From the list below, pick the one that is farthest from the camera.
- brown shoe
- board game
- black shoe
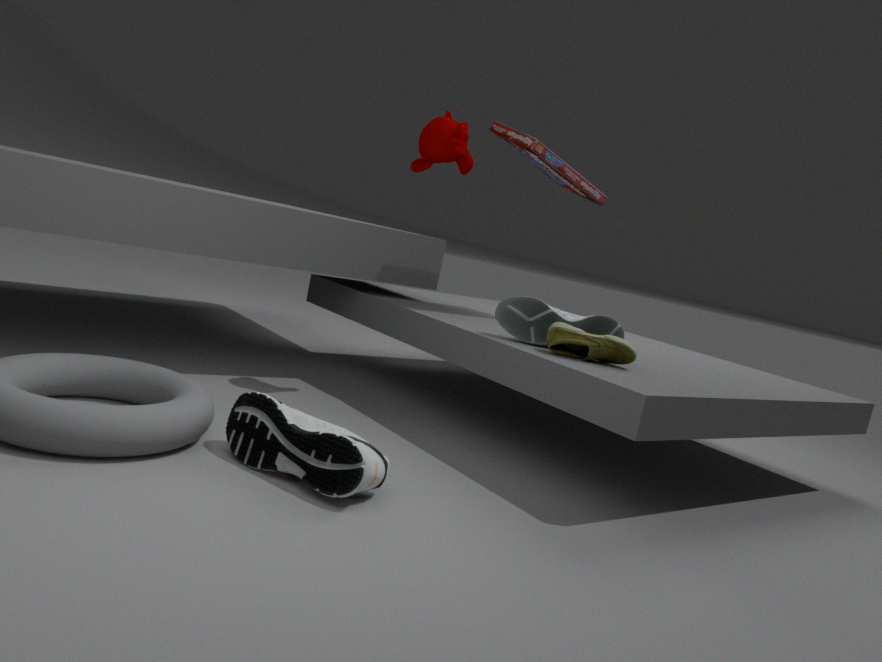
board game
